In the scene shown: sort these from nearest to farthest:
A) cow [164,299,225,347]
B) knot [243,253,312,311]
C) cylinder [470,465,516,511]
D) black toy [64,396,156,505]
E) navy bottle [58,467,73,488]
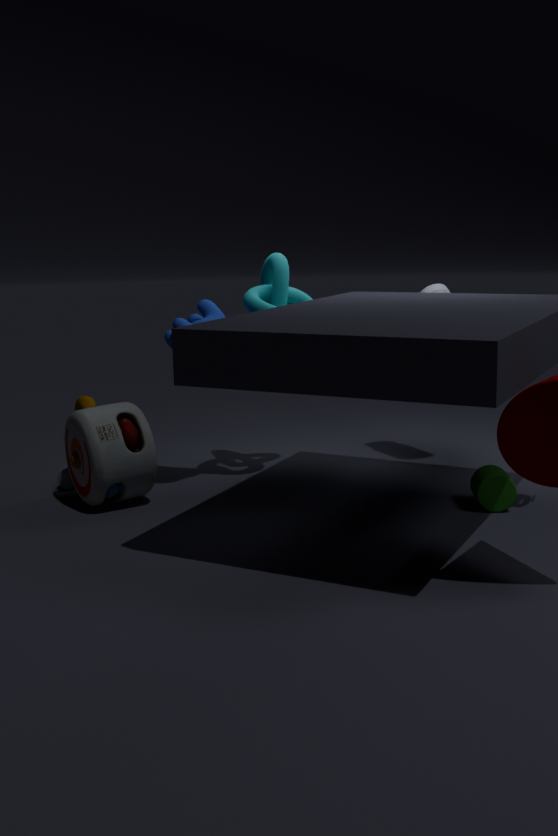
cylinder [470,465,516,511] → black toy [64,396,156,505] → cow [164,299,225,347] → knot [243,253,312,311] → navy bottle [58,467,73,488]
